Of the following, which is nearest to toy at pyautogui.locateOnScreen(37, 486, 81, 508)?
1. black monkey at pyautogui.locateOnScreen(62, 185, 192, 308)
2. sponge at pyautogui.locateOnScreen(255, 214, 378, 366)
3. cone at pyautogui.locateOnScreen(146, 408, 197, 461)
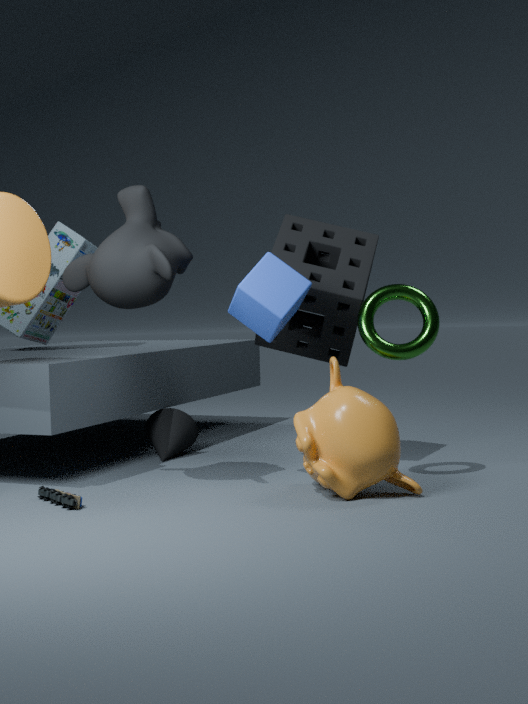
black monkey at pyautogui.locateOnScreen(62, 185, 192, 308)
